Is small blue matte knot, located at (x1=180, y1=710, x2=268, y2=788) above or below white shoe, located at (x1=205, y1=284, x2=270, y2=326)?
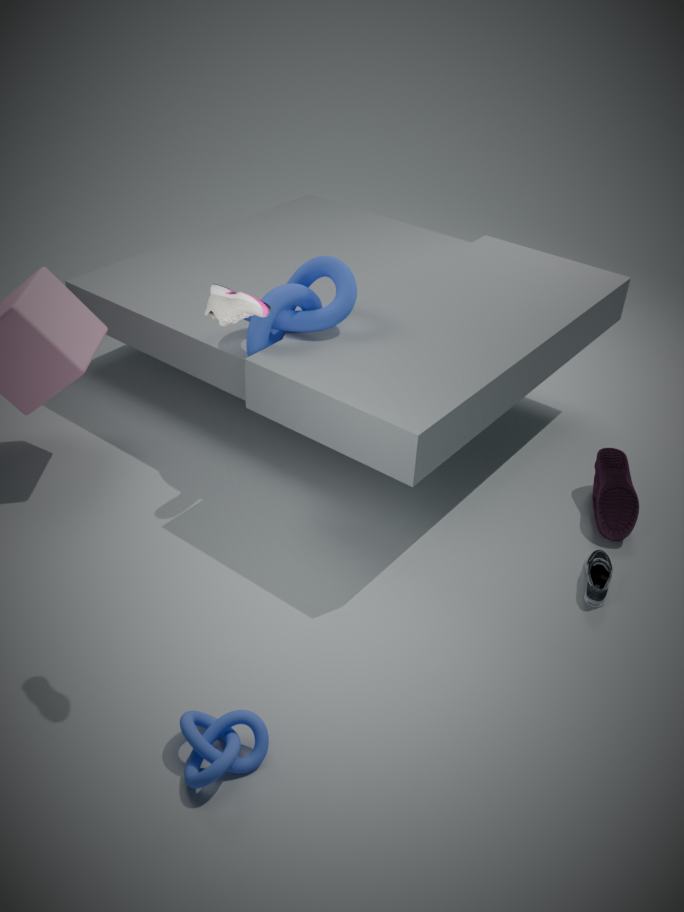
below
